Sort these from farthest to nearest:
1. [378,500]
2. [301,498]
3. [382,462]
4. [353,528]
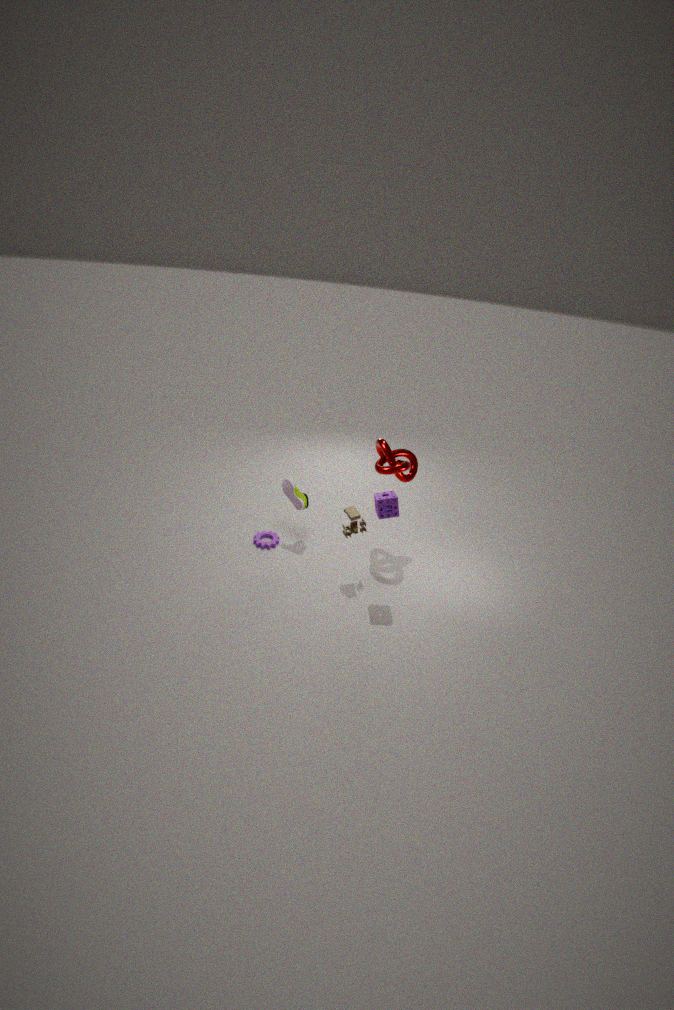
[301,498] < [382,462] < [353,528] < [378,500]
